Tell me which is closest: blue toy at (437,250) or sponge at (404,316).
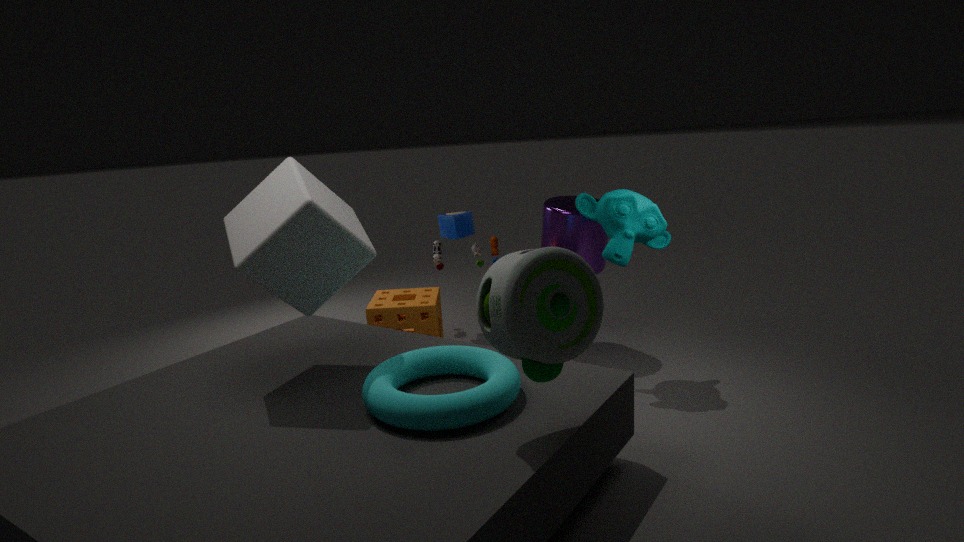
sponge at (404,316)
